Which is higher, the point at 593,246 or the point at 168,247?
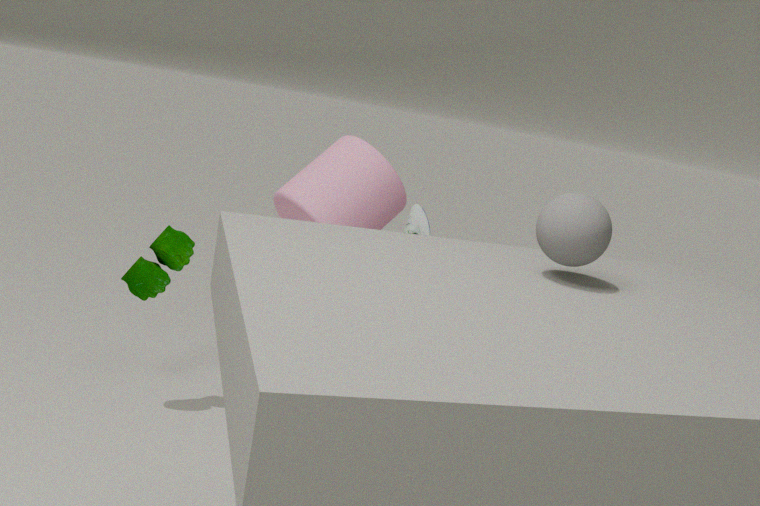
the point at 593,246
